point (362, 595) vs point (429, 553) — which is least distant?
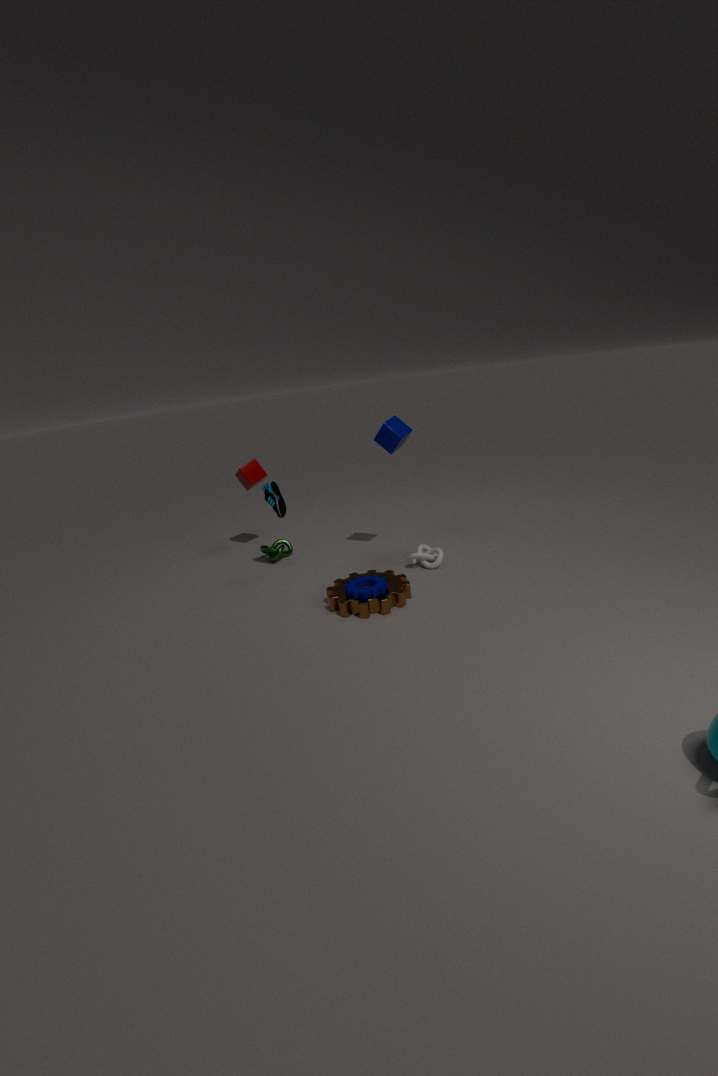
point (362, 595)
